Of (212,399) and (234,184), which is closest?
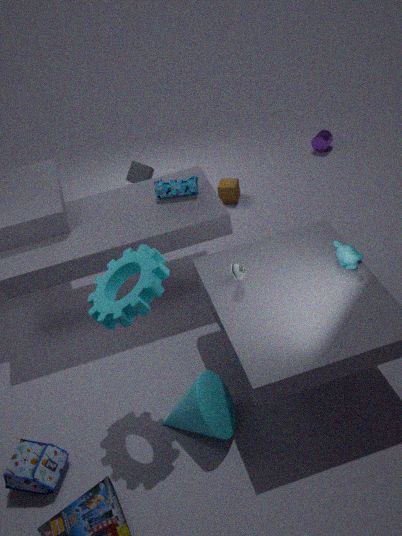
(212,399)
